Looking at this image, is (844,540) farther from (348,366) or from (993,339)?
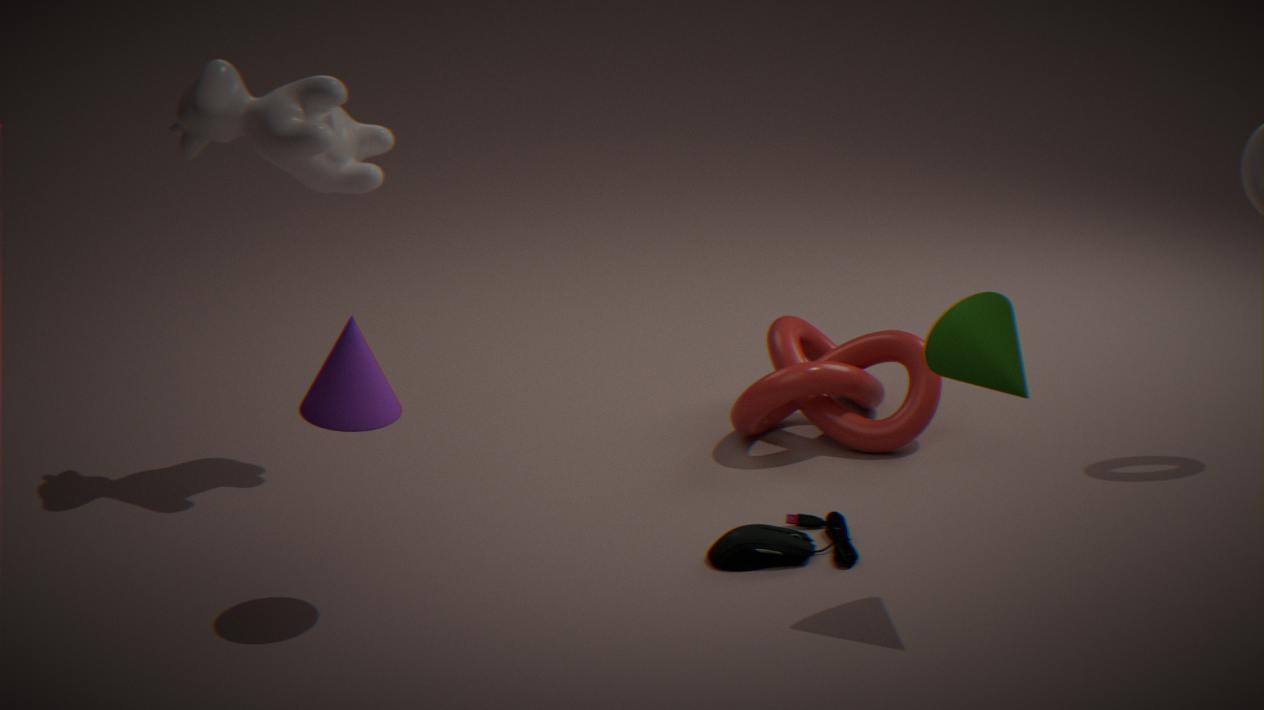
(348,366)
